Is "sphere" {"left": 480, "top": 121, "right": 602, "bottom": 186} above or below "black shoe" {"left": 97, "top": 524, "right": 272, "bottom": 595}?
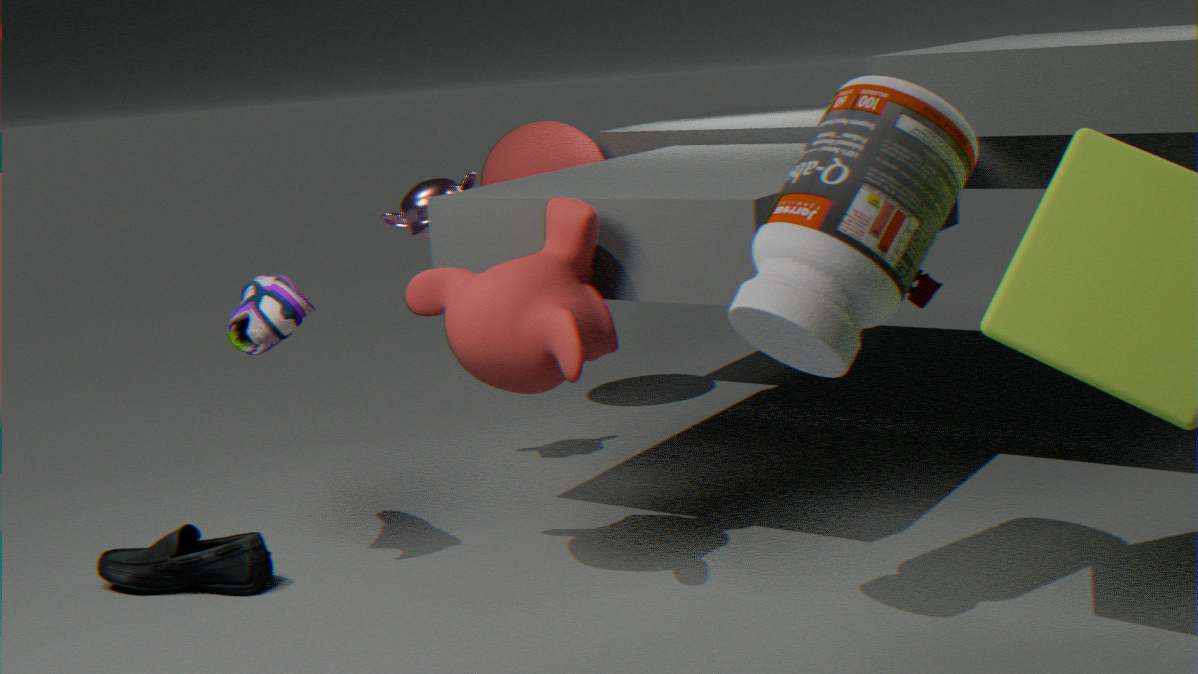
above
